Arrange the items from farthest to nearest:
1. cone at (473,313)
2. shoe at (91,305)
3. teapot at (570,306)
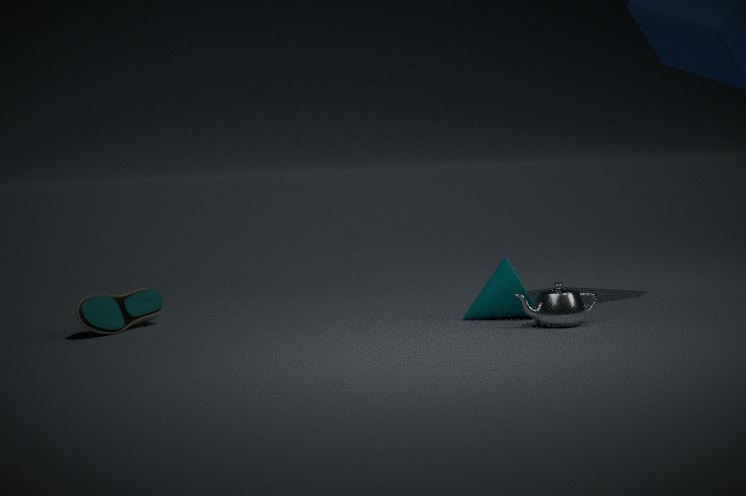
1. shoe at (91,305)
2. cone at (473,313)
3. teapot at (570,306)
